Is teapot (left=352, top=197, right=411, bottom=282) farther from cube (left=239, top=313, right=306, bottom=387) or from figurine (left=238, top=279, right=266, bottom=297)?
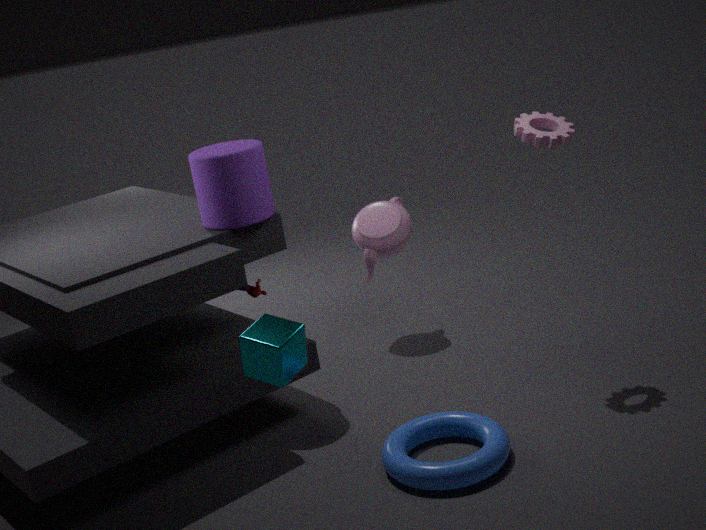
cube (left=239, top=313, right=306, bottom=387)
